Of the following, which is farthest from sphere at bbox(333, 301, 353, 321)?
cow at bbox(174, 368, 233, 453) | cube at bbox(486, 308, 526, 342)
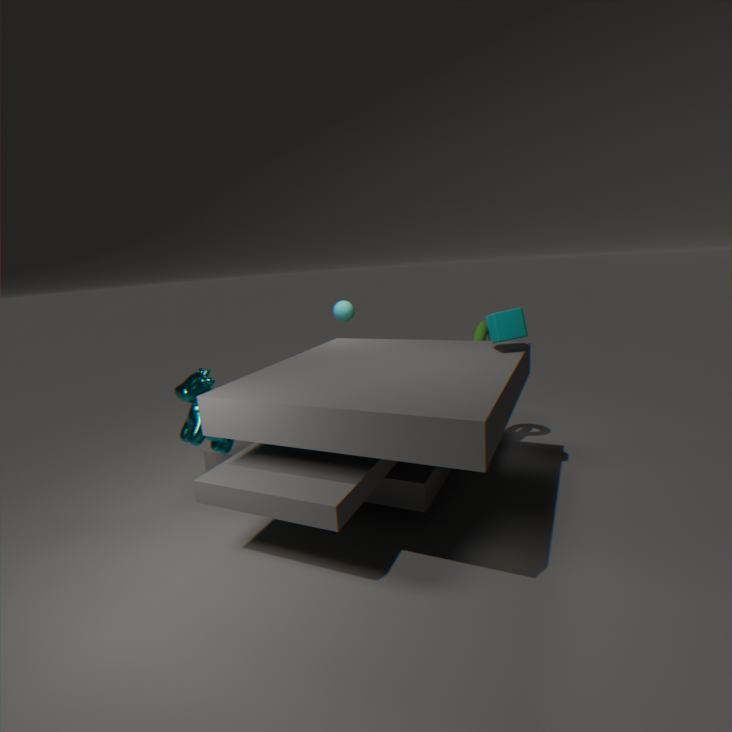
cow at bbox(174, 368, 233, 453)
